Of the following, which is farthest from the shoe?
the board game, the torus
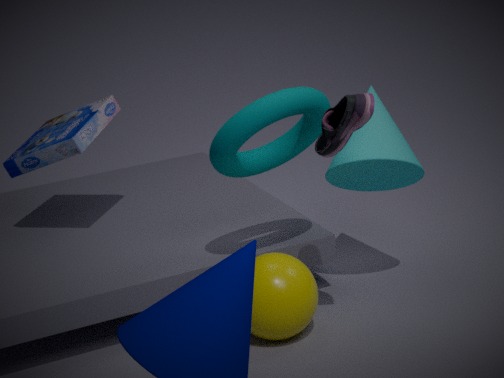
the board game
